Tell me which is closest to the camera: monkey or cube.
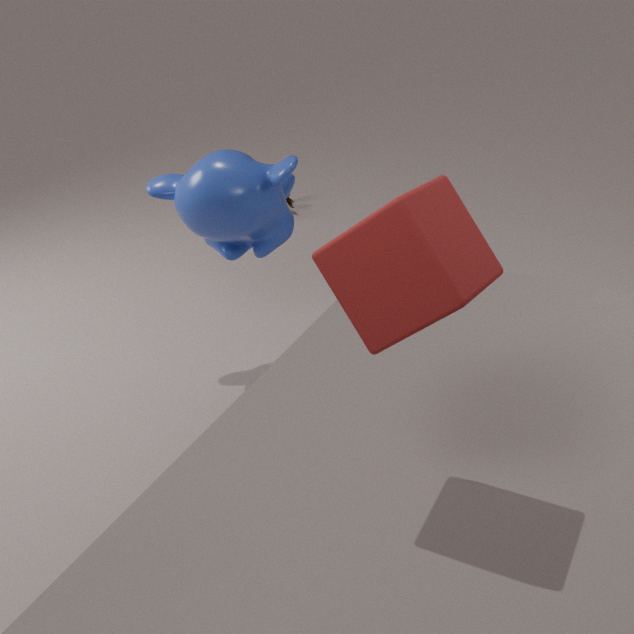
cube
